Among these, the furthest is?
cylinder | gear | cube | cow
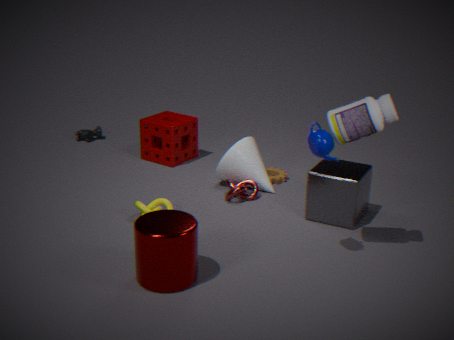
cow
